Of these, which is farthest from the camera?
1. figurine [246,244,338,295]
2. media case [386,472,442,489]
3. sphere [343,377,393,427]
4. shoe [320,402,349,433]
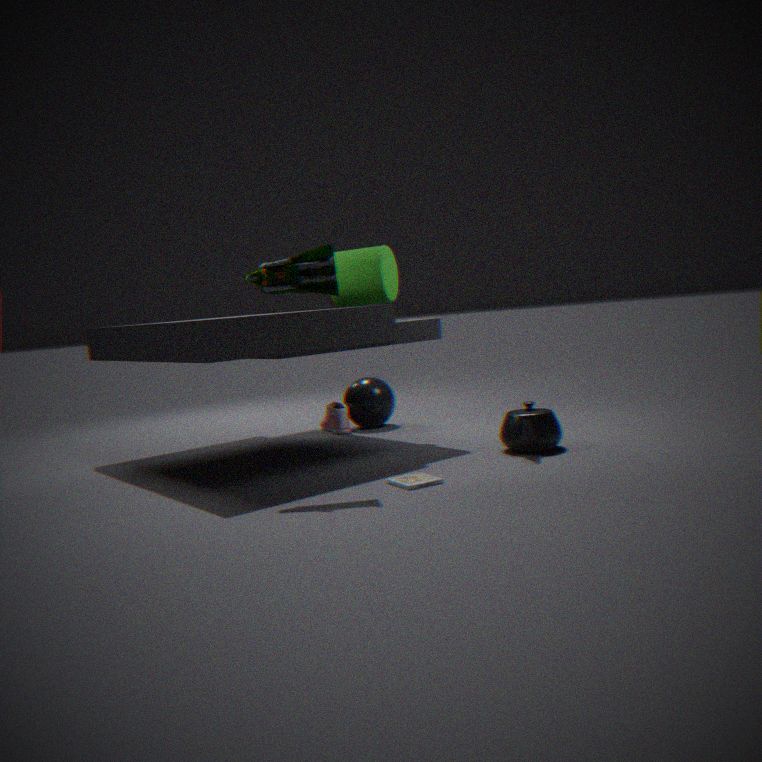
sphere [343,377,393,427]
